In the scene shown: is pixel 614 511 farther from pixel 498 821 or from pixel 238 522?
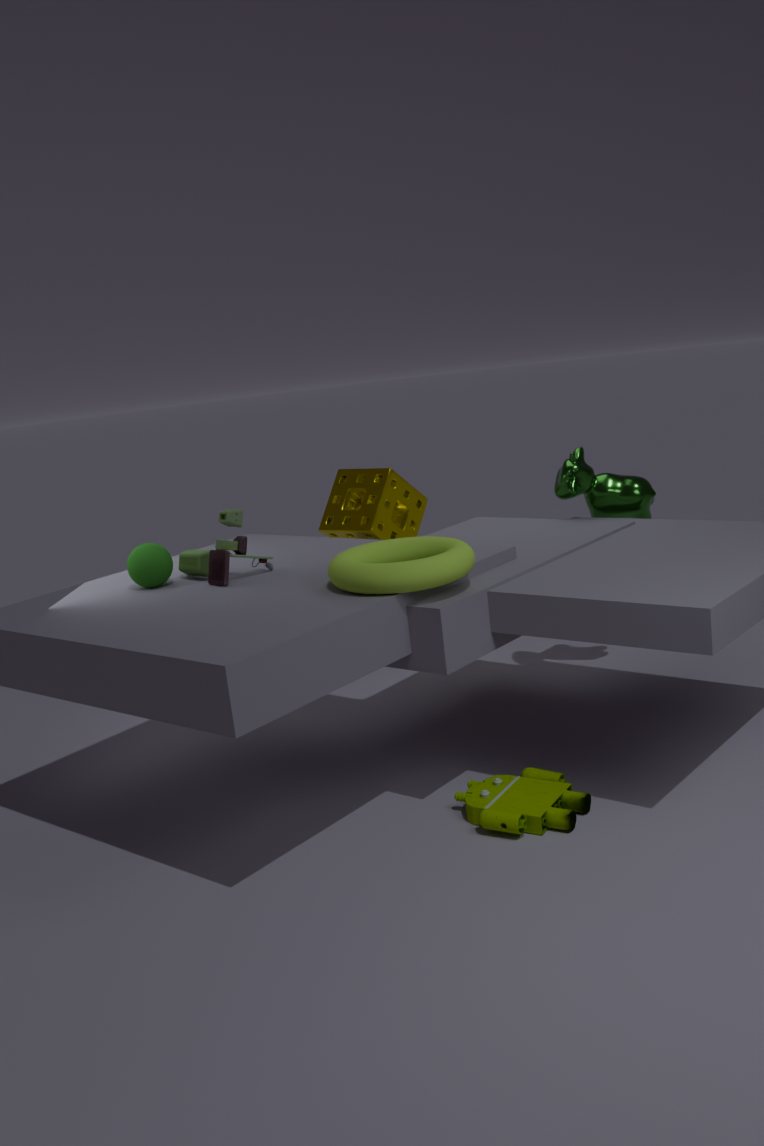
pixel 238 522
